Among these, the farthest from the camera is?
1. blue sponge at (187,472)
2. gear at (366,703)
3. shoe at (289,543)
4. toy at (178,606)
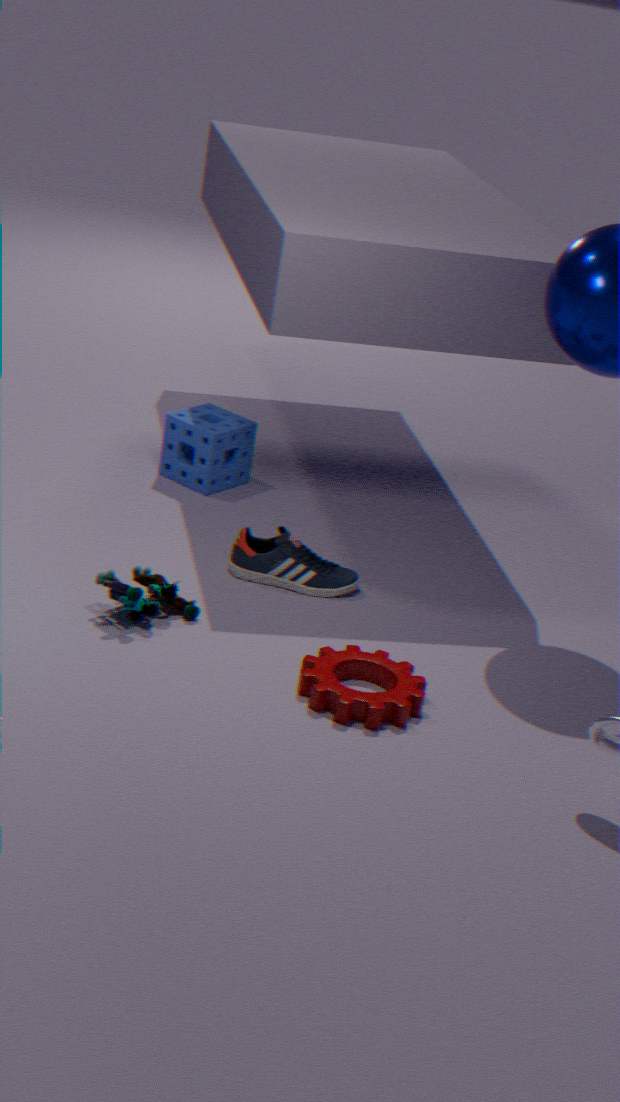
blue sponge at (187,472)
